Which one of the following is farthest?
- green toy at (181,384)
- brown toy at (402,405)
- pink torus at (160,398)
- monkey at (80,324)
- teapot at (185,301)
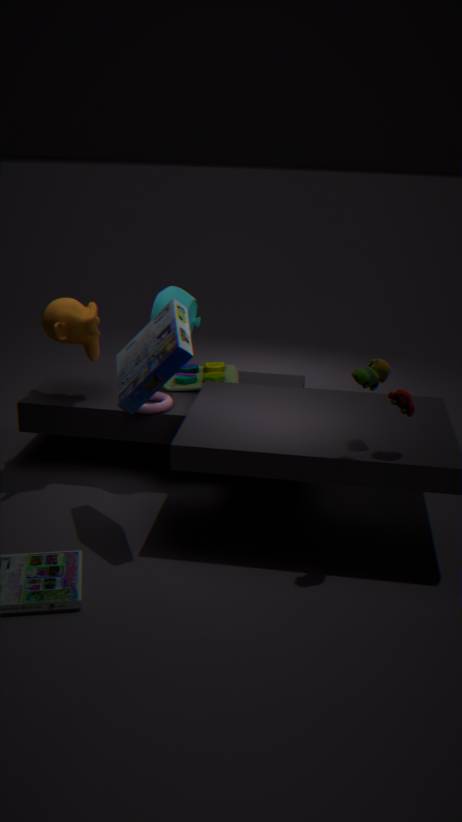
green toy at (181,384)
